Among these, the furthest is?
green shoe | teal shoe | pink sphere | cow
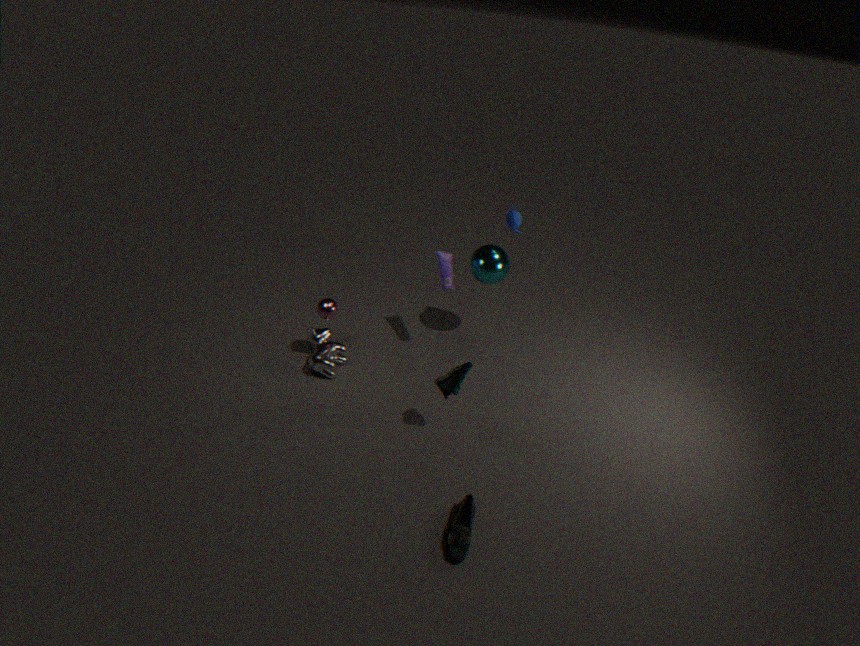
cow
